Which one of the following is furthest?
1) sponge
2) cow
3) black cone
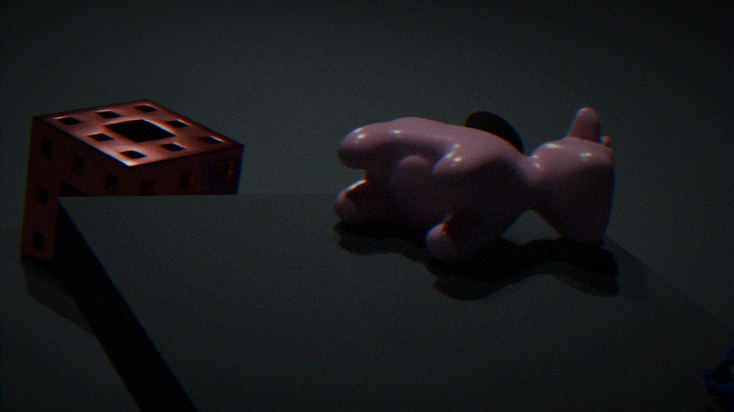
3. black cone
